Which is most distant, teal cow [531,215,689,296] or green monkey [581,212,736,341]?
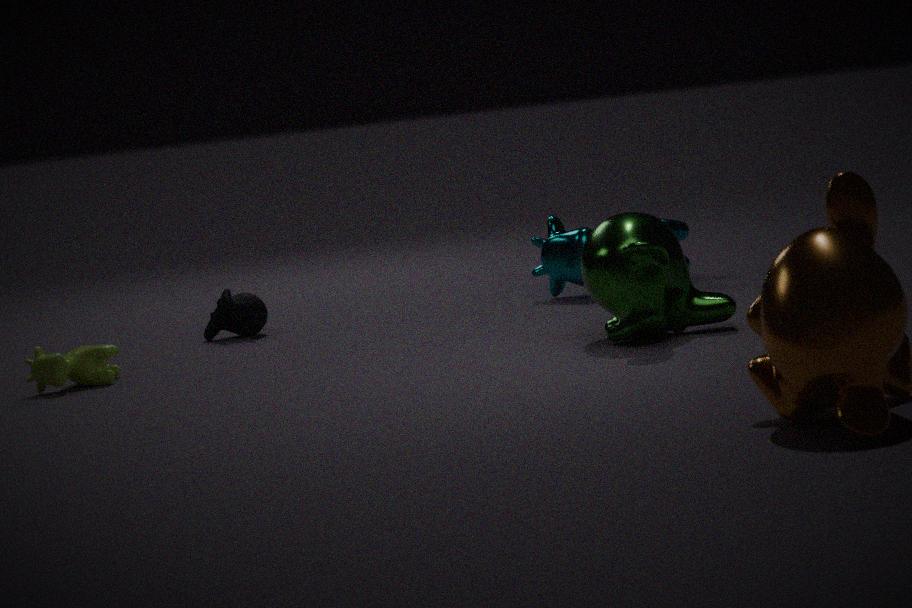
teal cow [531,215,689,296]
